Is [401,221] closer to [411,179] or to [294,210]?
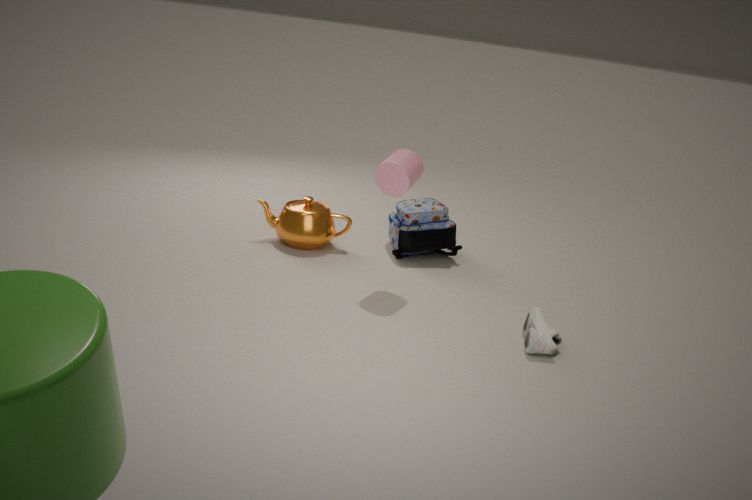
[294,210]
